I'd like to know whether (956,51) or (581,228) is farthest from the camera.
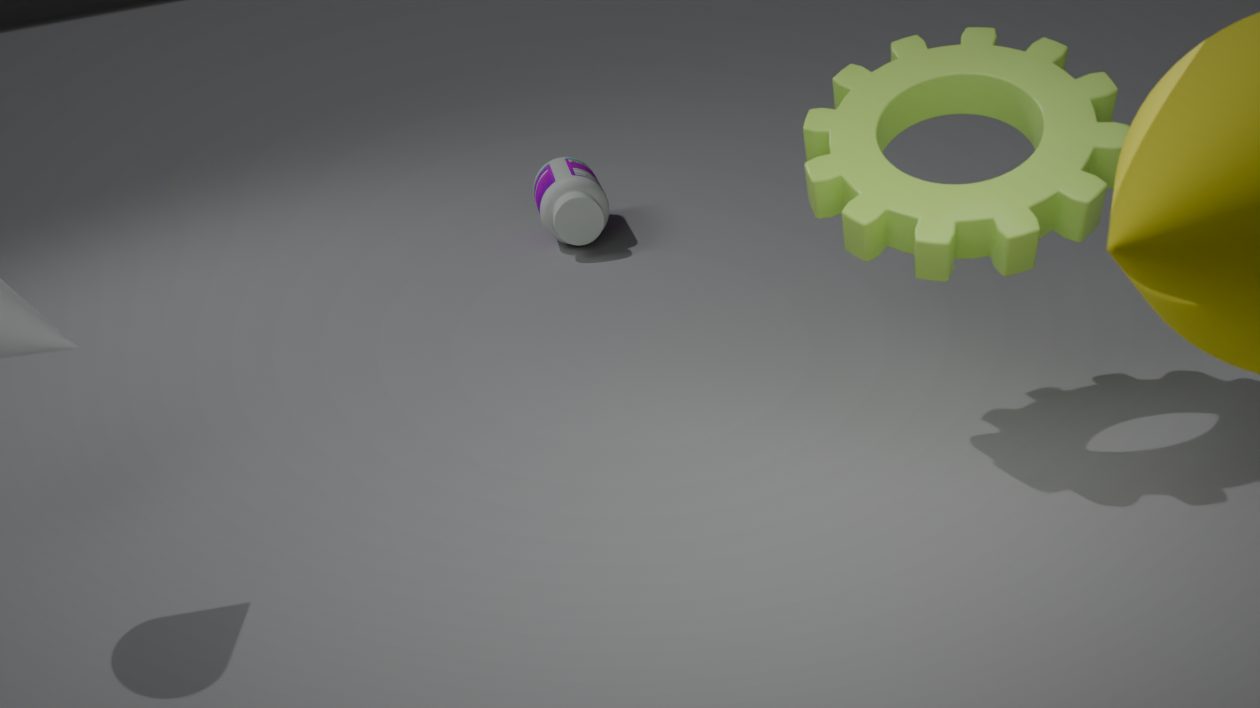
(581,228)
